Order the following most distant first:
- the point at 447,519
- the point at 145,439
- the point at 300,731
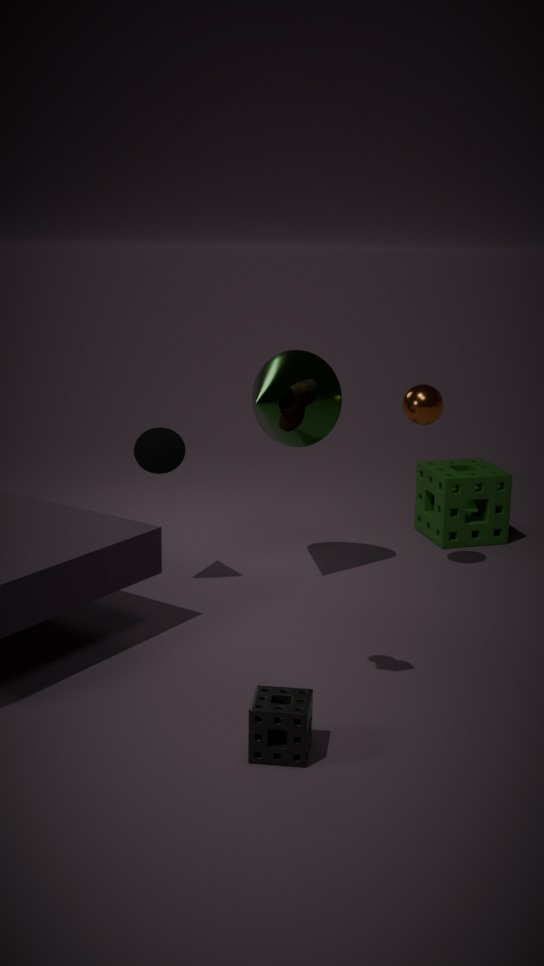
the point at 447,519
the point at 145,439
the point at 300,731
